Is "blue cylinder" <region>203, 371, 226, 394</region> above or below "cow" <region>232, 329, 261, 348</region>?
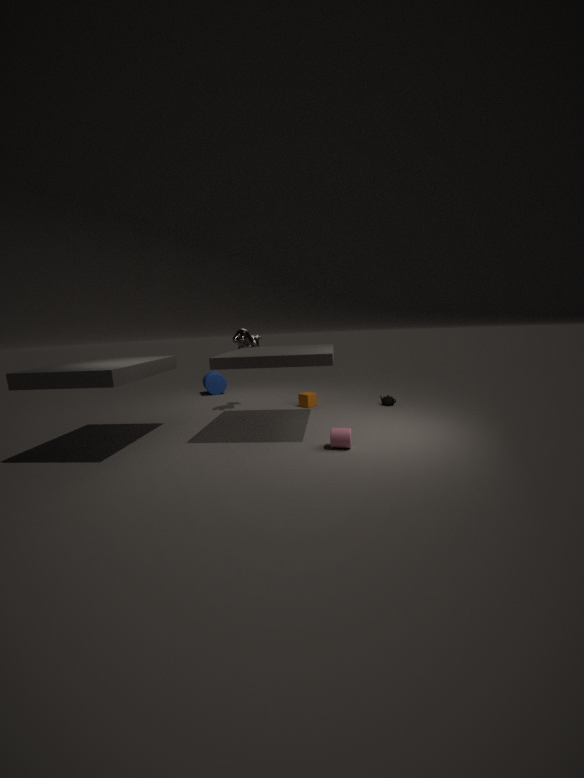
below
